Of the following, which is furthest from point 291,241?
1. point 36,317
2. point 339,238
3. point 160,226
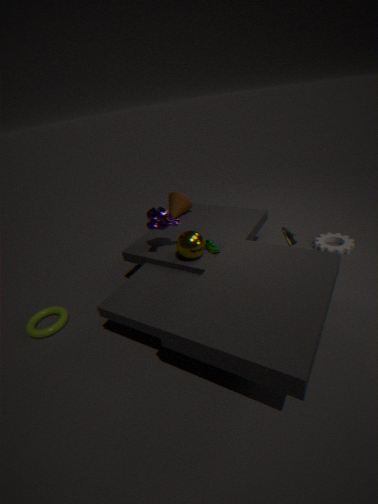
point 36,317
